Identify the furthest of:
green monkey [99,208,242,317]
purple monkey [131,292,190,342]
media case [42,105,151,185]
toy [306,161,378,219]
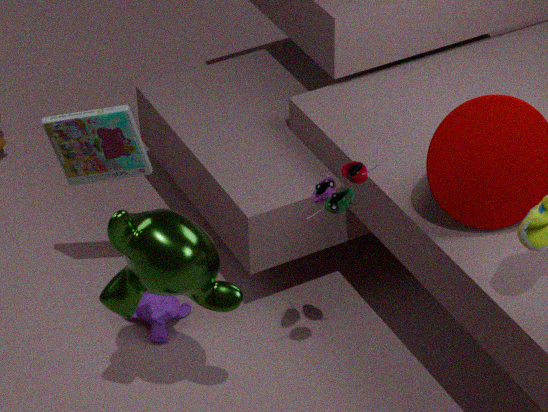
purple monkey [131,292,190,342]
